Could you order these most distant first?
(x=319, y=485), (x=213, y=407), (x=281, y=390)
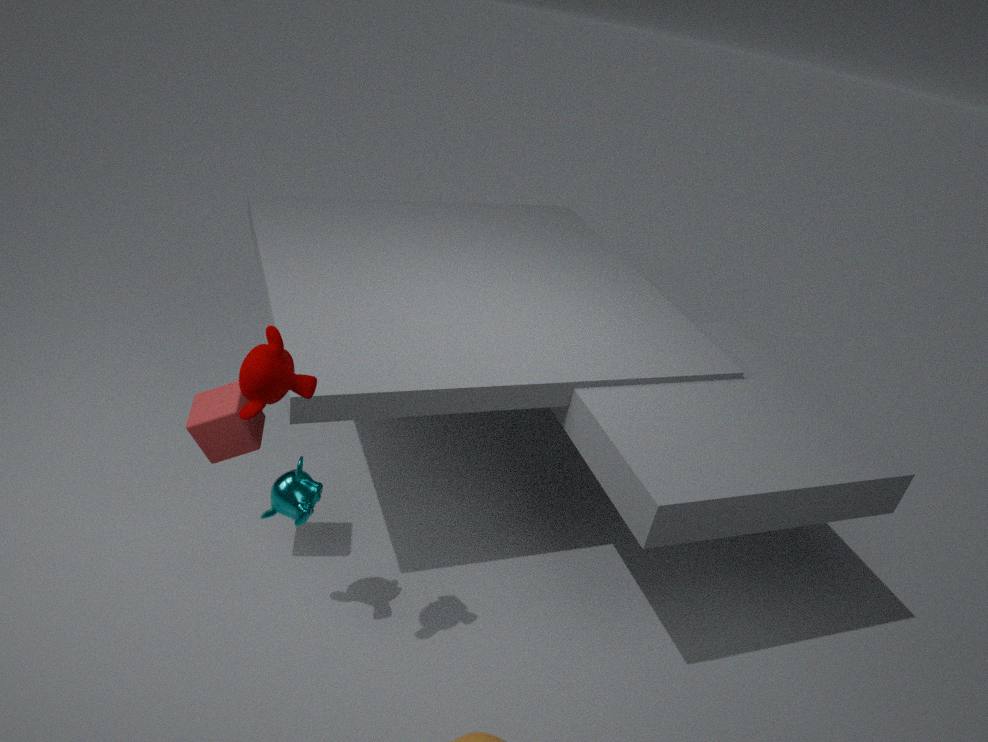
(x=213, y=407)
(x=319, y=485)
(x=281, y=390)
